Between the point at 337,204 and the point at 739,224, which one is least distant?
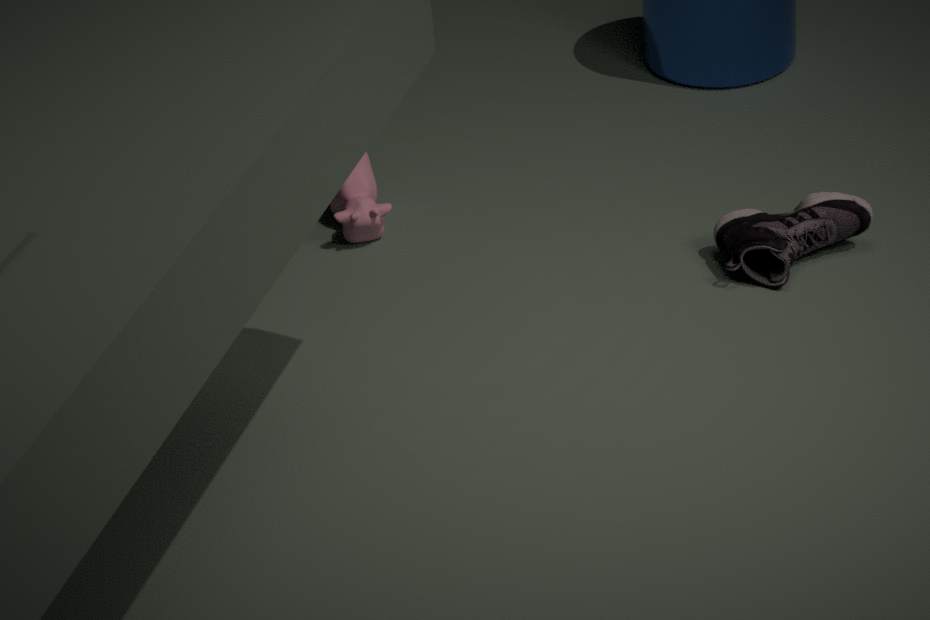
the point at 739,224
